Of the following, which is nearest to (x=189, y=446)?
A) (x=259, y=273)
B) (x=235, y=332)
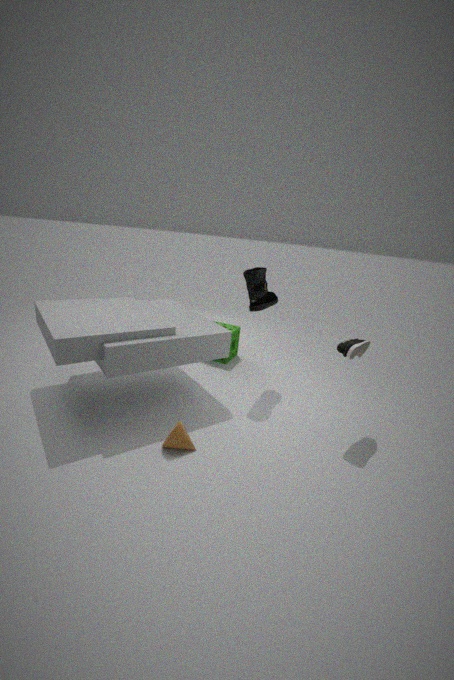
(x=259, y=273)
